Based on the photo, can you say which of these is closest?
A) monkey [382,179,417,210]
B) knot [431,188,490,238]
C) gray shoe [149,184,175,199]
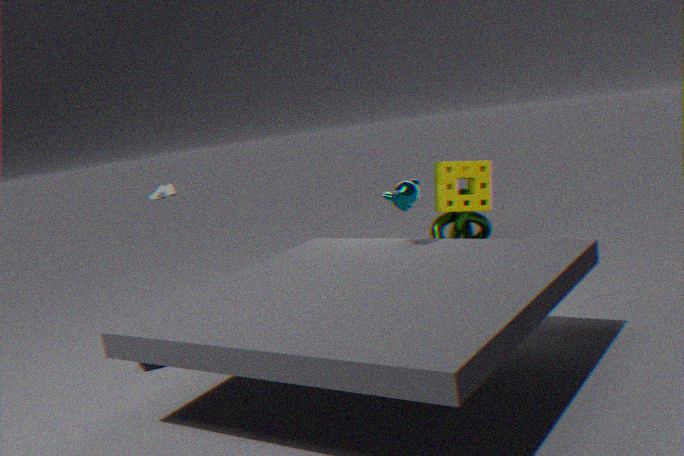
monkey [382,179,417,210]
